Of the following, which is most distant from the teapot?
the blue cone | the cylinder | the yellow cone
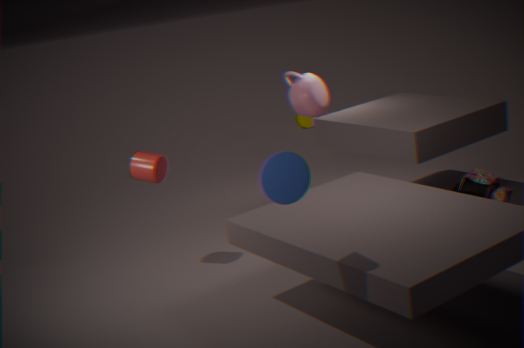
the yellow cone
